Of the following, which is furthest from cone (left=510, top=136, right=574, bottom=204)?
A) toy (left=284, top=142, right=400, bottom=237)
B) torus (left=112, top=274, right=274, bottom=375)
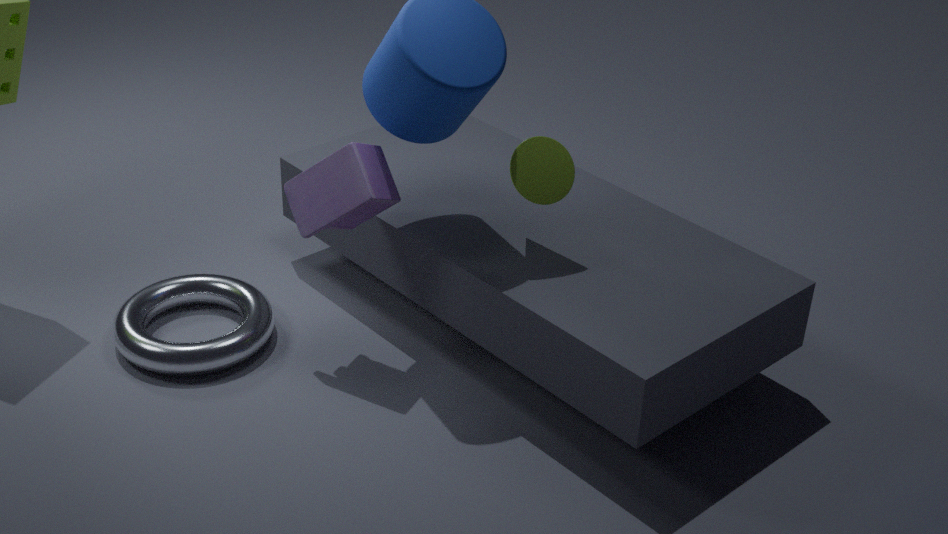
torus (left=112, top=274, right=274, bottom=375)
